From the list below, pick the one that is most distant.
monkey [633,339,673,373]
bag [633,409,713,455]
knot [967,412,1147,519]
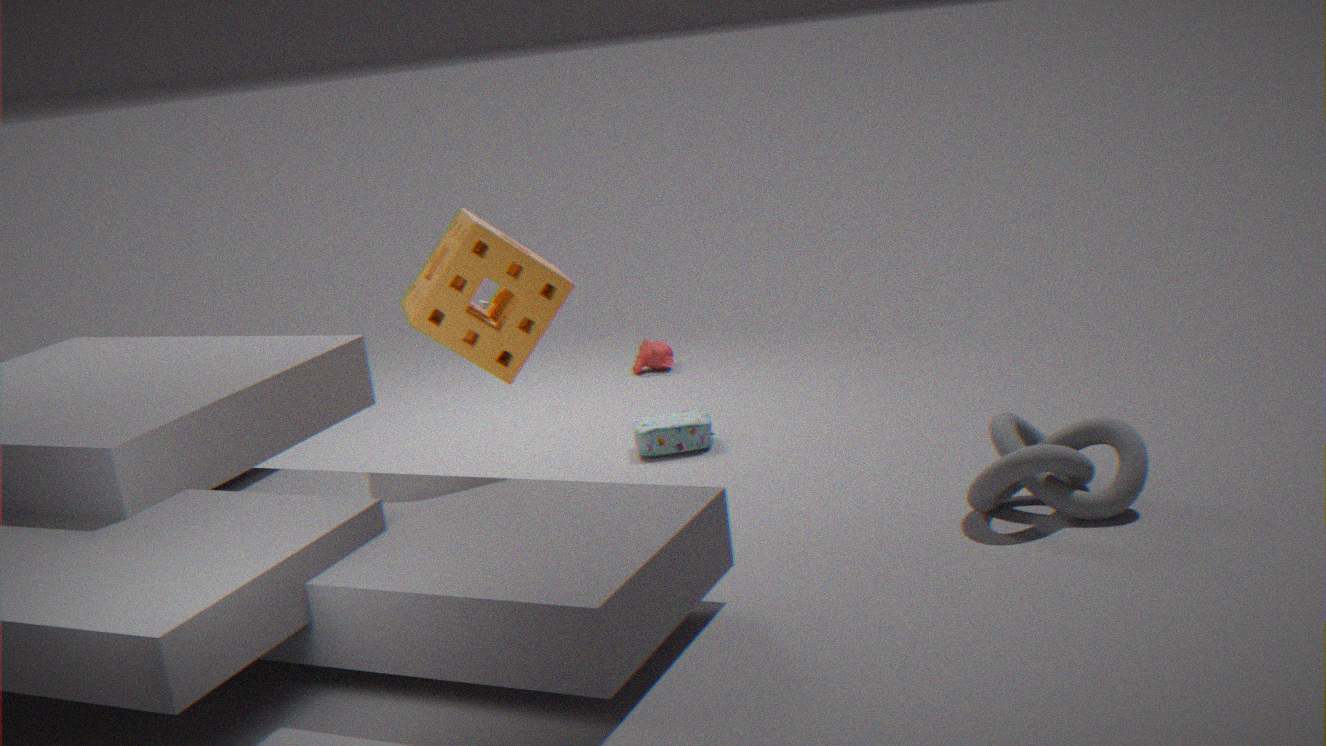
monkey [633,339,673,373]
